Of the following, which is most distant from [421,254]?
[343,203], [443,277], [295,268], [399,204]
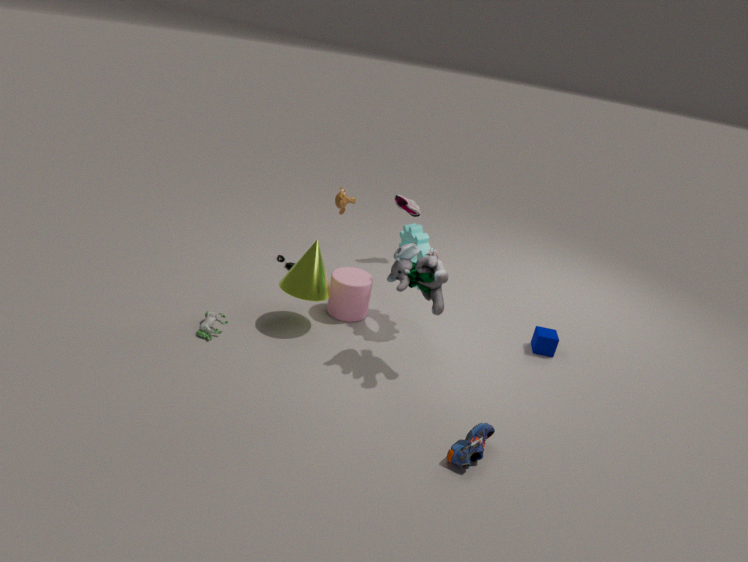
[399,204]
